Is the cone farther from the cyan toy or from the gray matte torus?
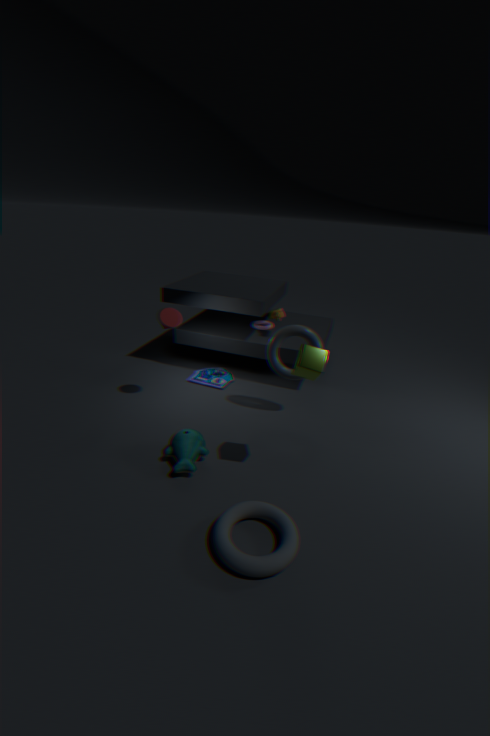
the gray matte torus
